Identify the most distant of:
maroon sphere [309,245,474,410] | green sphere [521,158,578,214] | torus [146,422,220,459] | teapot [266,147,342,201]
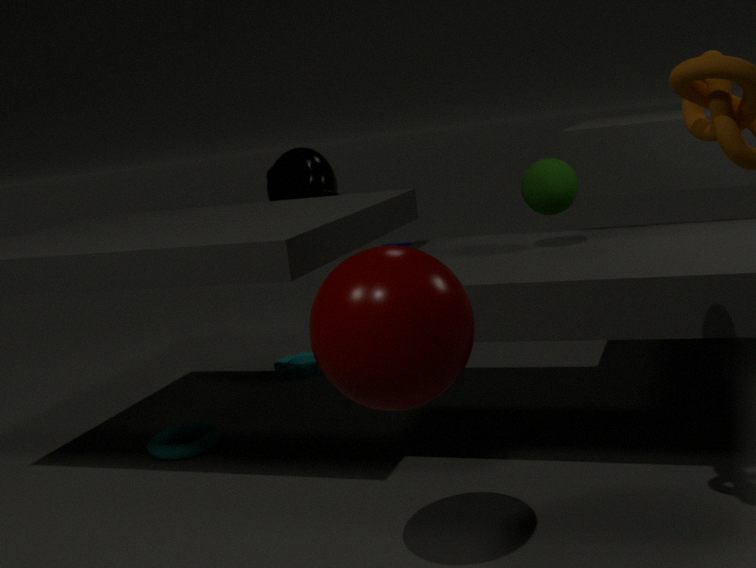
teapot [266,147,342,201]
